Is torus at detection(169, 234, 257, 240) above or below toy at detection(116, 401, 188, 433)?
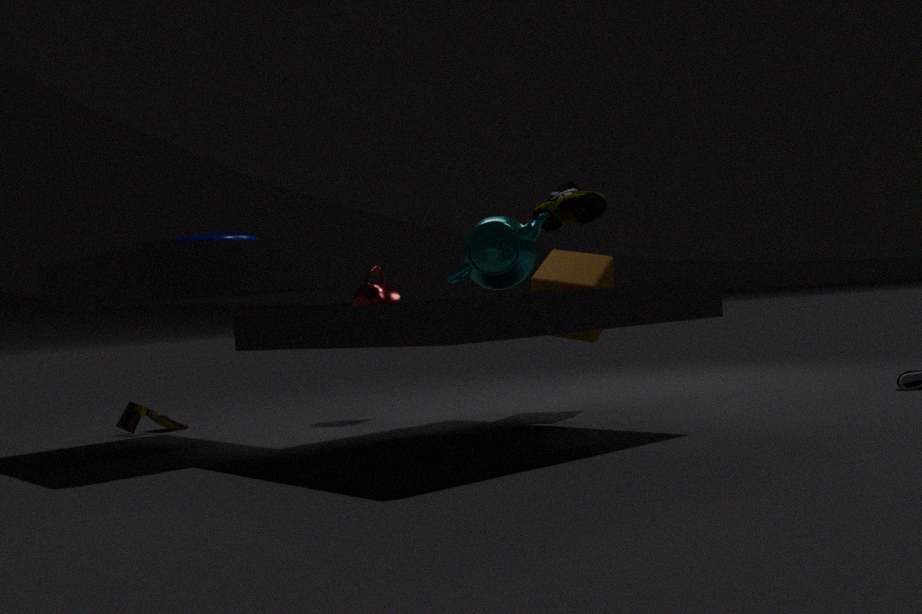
above
